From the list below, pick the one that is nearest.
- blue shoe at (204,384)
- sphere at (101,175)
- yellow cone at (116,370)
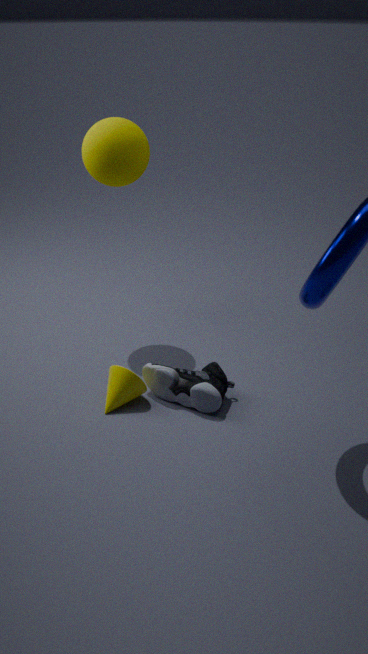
blue shoe at (204,384)
